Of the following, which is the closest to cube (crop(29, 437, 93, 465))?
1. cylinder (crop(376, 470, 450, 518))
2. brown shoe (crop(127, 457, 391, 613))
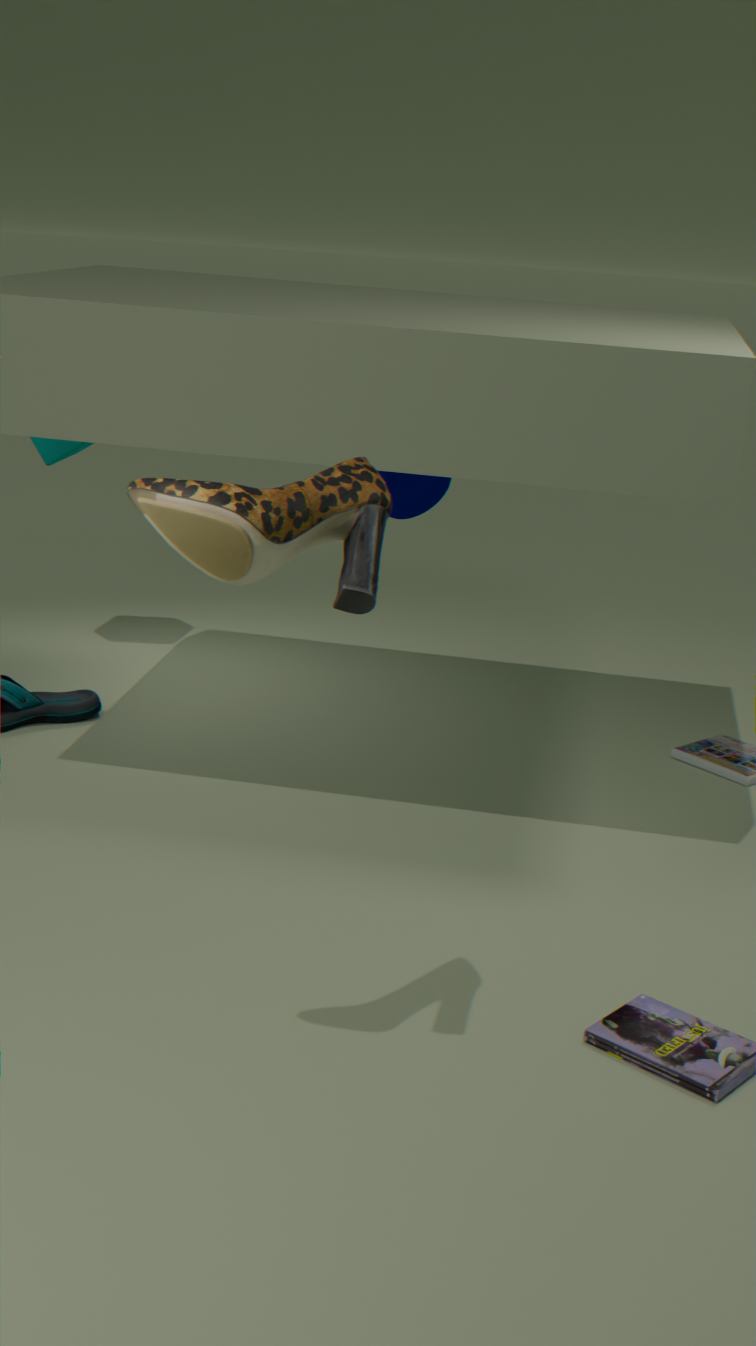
cylinder (crop(376, 470, 450, 518))
